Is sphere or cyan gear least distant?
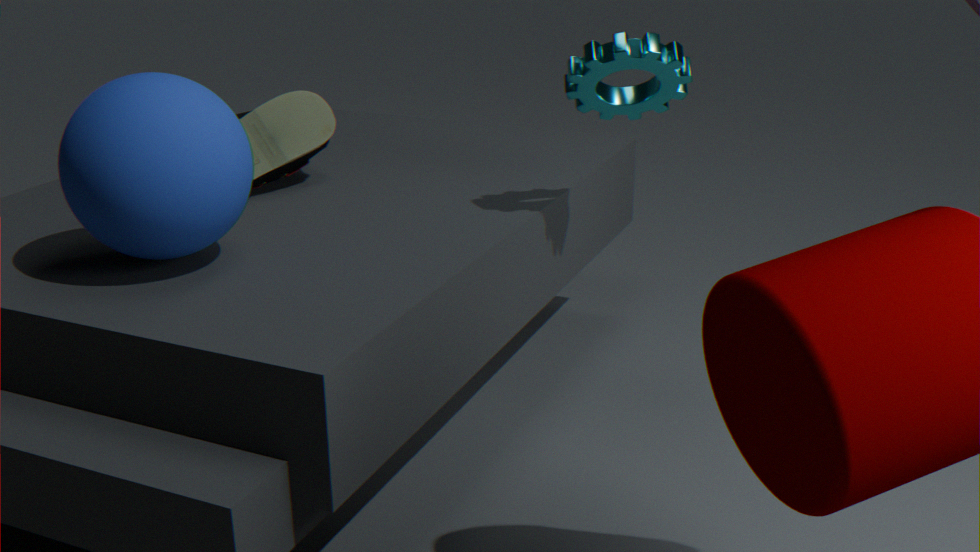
sphere
